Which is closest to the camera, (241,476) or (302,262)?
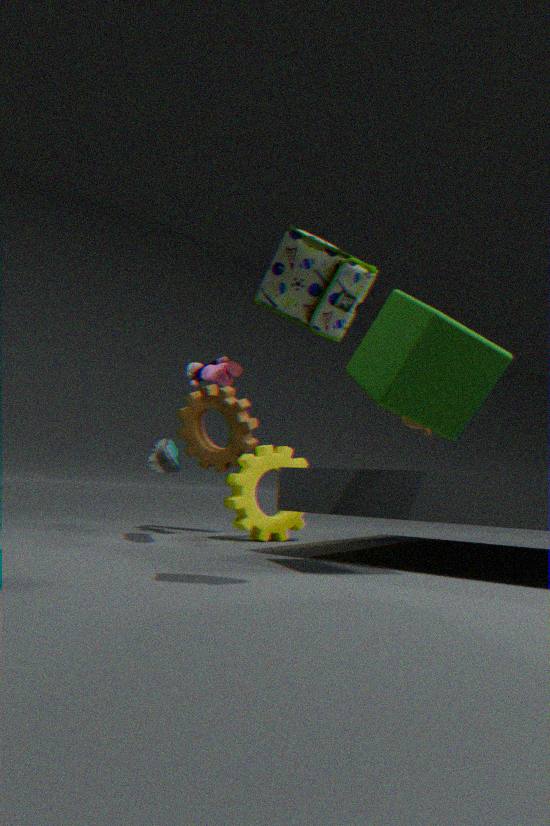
(302,262)
